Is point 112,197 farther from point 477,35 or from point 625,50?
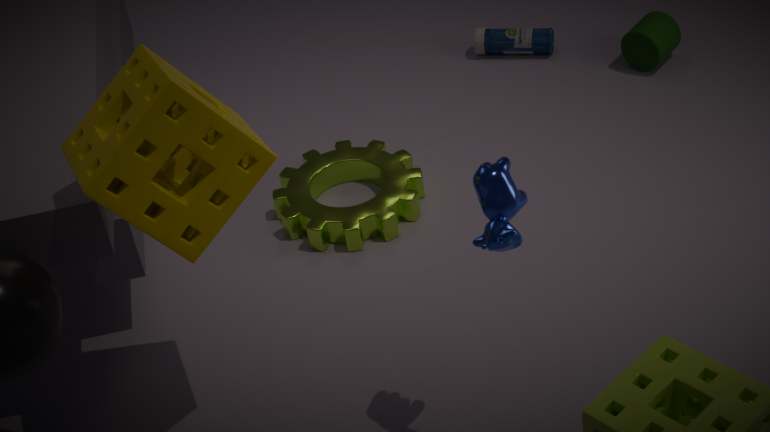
point 625,50
